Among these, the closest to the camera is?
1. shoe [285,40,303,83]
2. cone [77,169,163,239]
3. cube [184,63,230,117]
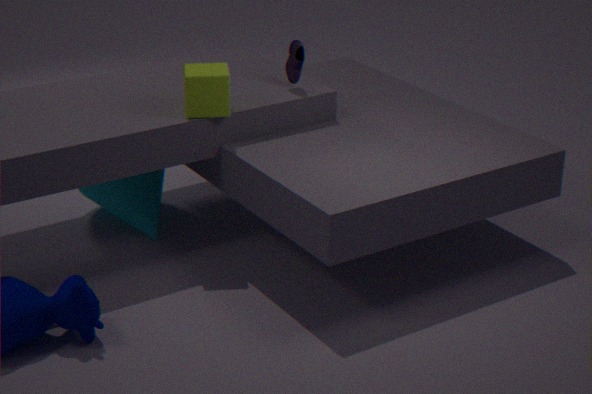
cube [184,63,230,117]
